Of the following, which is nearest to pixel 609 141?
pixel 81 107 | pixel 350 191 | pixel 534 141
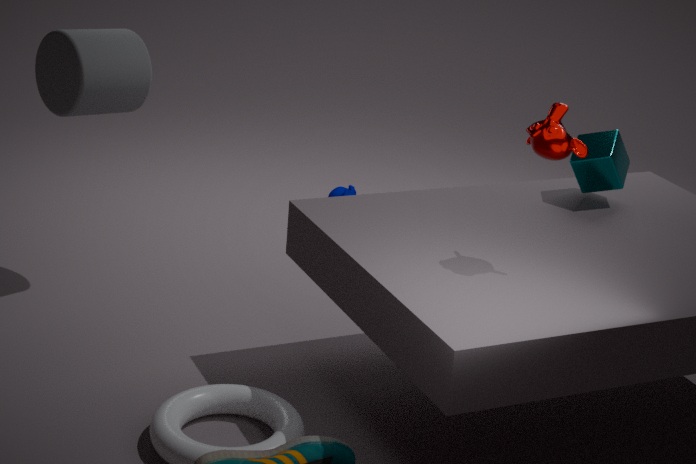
pixel 534 141
